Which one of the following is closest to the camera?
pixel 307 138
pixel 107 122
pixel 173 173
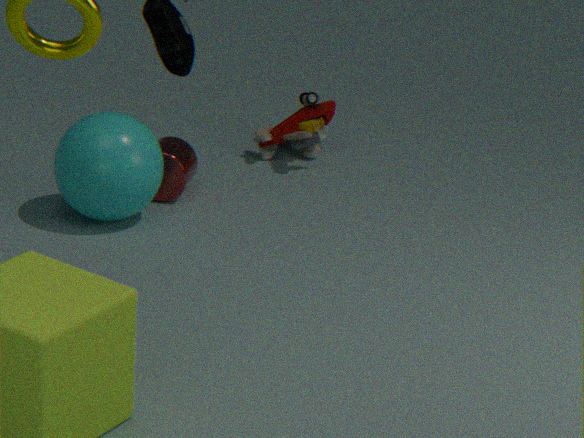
pixel 107 122
